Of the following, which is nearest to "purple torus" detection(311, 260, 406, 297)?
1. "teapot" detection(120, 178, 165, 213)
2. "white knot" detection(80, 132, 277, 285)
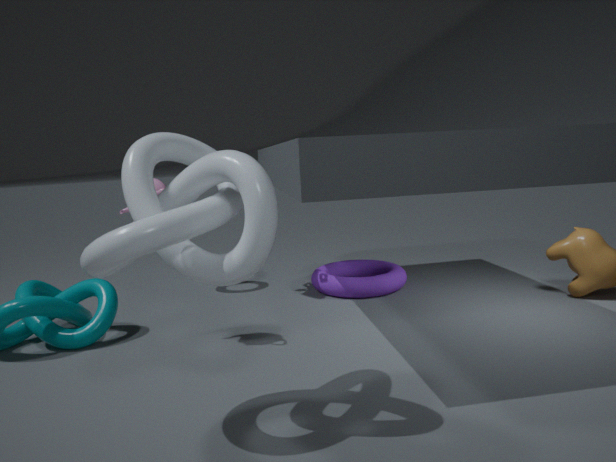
"teapot" detection(120, 178, 165, 213)
